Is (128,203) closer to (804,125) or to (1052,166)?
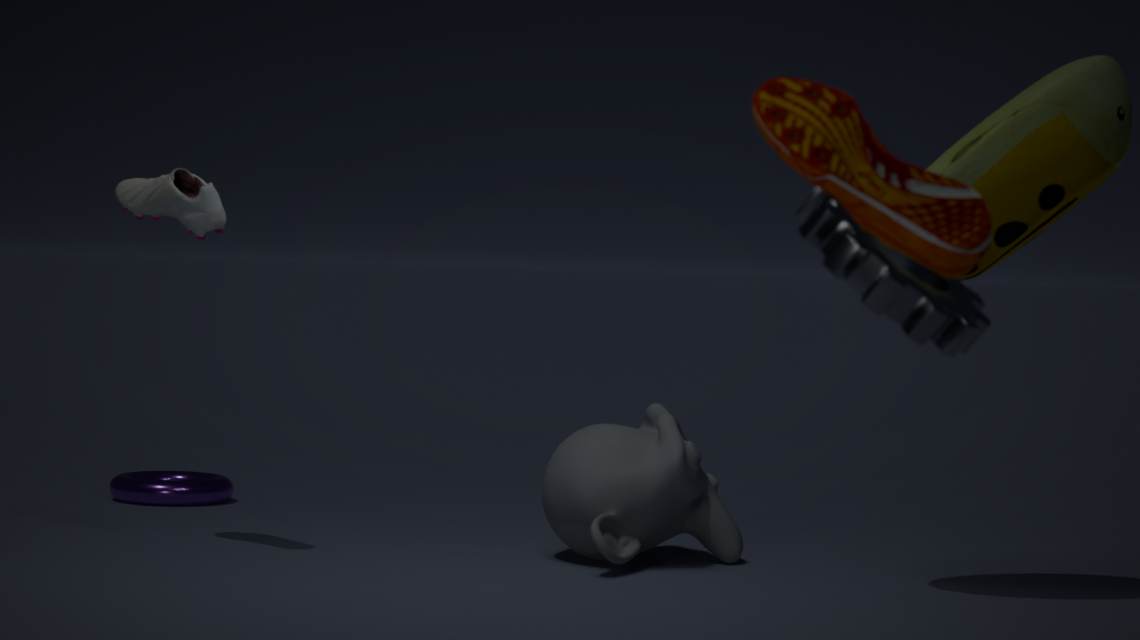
(1052,166)
